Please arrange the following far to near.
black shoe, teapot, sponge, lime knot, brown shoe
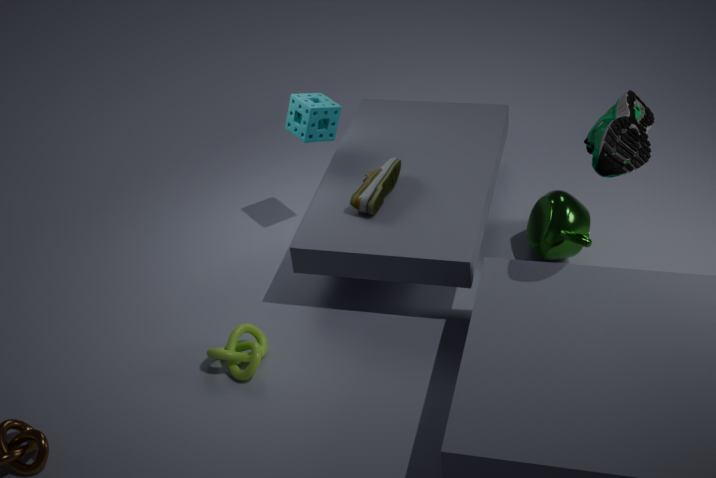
sponge < brown shoe < teapot < lime knot < black shoe
